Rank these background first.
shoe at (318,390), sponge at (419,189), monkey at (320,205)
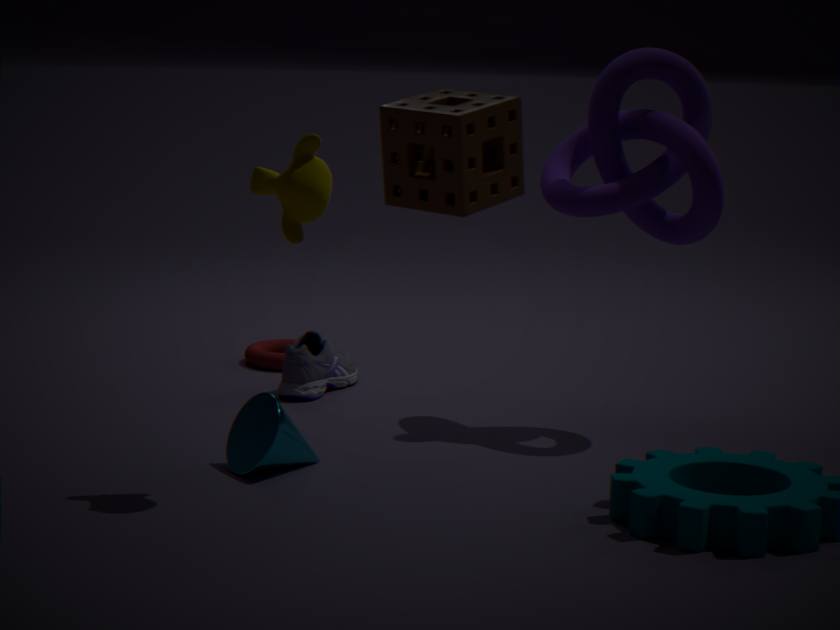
shoe at (318,390)
monkey at (320,205)
sponge at (419,189)
